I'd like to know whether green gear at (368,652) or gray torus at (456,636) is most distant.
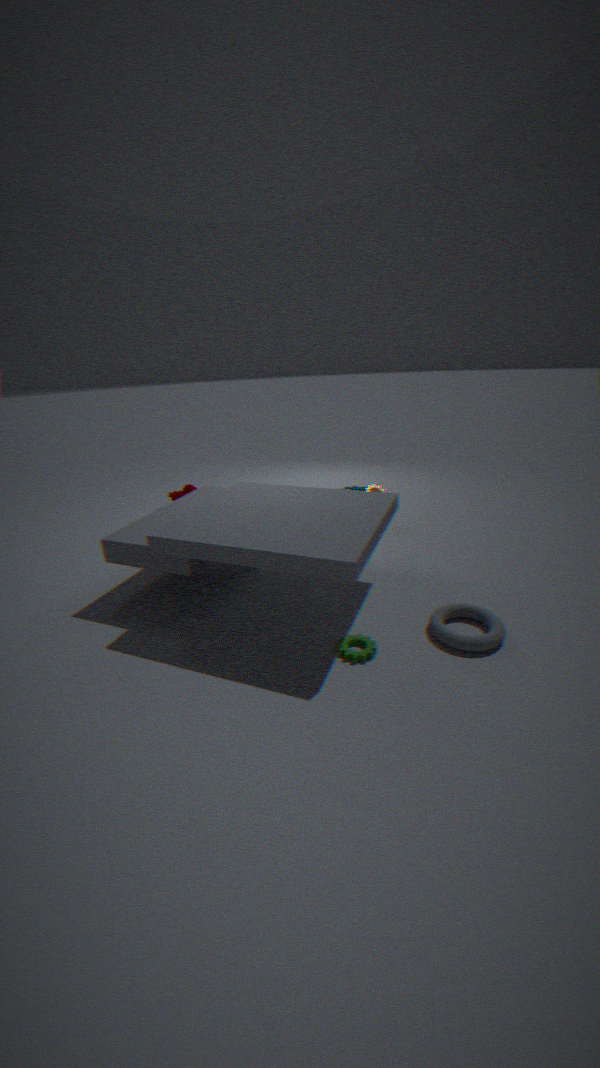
gray torus at (456,636)
